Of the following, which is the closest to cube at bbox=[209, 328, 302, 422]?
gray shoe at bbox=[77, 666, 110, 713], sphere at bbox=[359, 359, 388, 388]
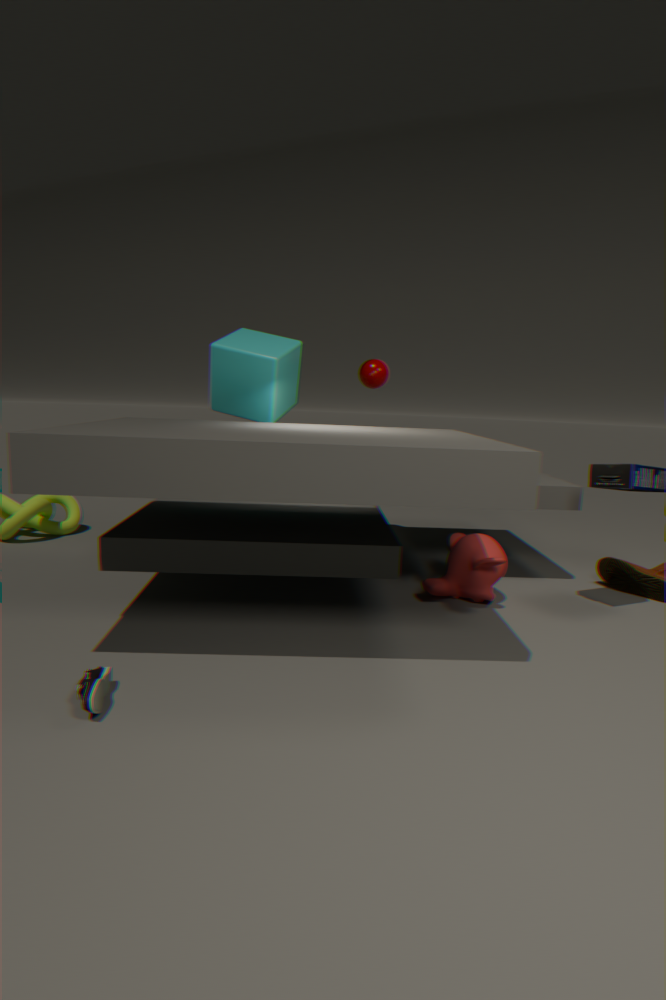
sphere at bbox=[359, 359, 388, 388]
